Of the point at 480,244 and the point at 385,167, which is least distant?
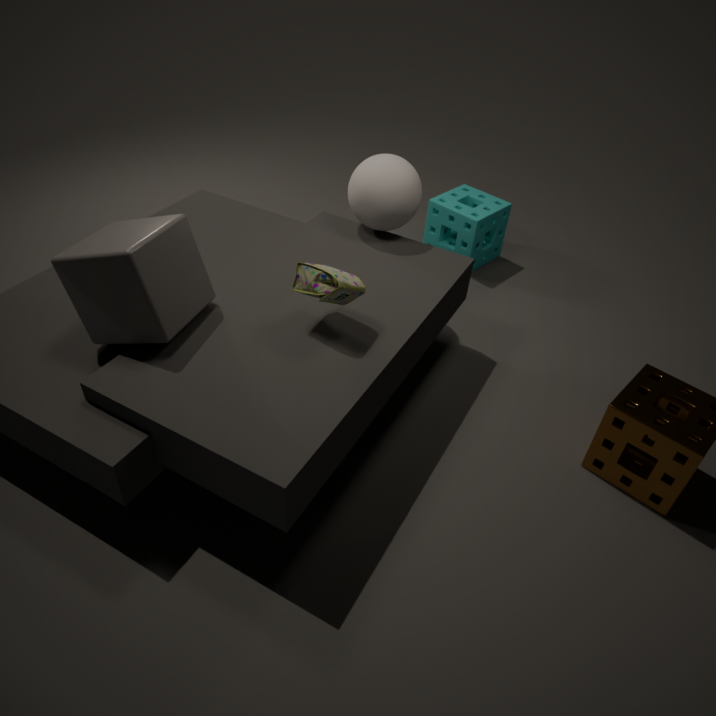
the point at 385,167
